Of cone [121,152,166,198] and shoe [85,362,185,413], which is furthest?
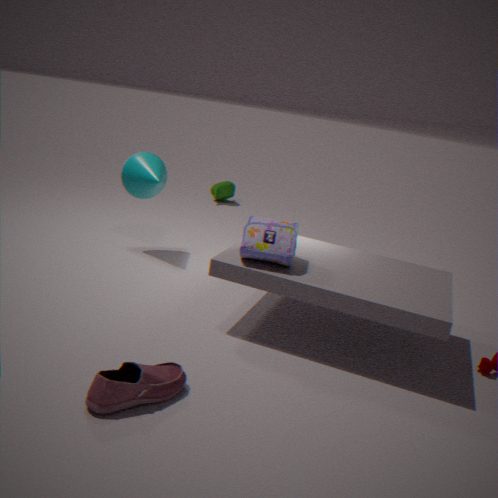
cone [121,152,166,198]
